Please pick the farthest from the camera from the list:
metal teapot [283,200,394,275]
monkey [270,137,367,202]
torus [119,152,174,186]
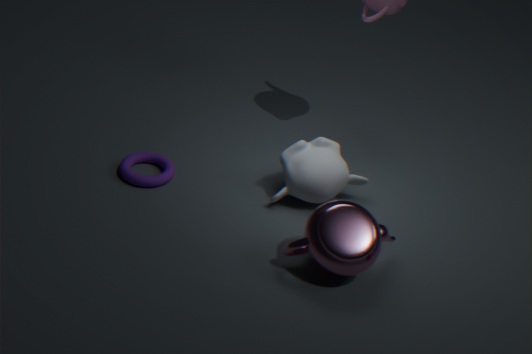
torus [119,152,174,186]
